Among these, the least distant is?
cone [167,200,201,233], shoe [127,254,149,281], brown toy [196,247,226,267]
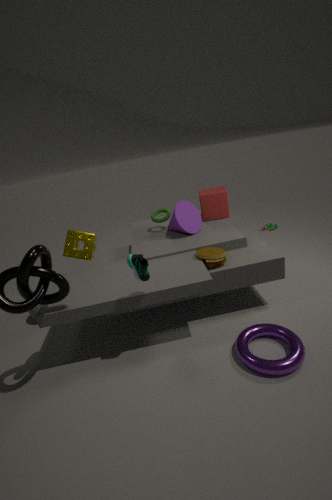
shoe [127,254,149,281]
